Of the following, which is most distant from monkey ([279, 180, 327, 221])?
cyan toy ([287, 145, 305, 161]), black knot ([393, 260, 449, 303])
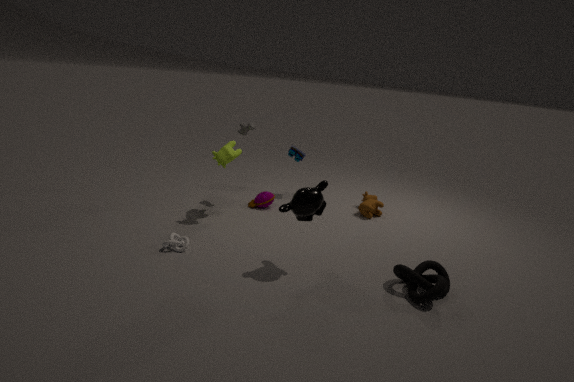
cyan toy ([287, 145, 305, 161])
